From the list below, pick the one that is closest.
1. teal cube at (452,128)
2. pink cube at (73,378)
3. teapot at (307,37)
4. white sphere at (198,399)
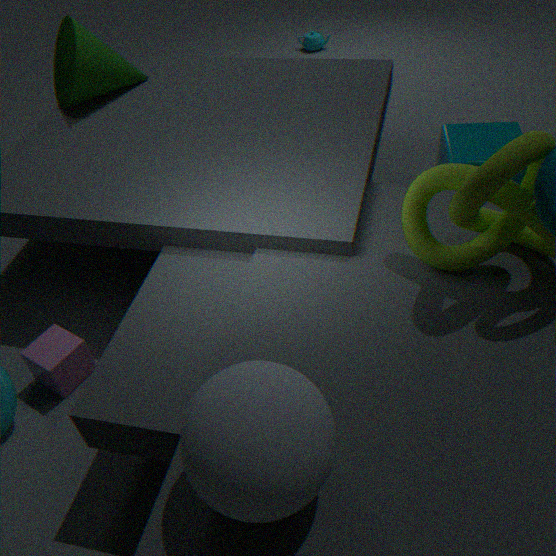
white sphere at (198,399)
